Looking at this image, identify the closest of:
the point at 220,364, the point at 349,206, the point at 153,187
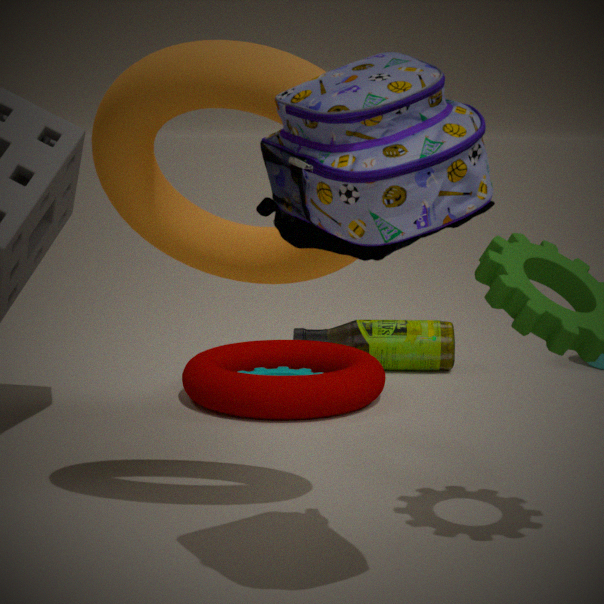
the point at 349,206
